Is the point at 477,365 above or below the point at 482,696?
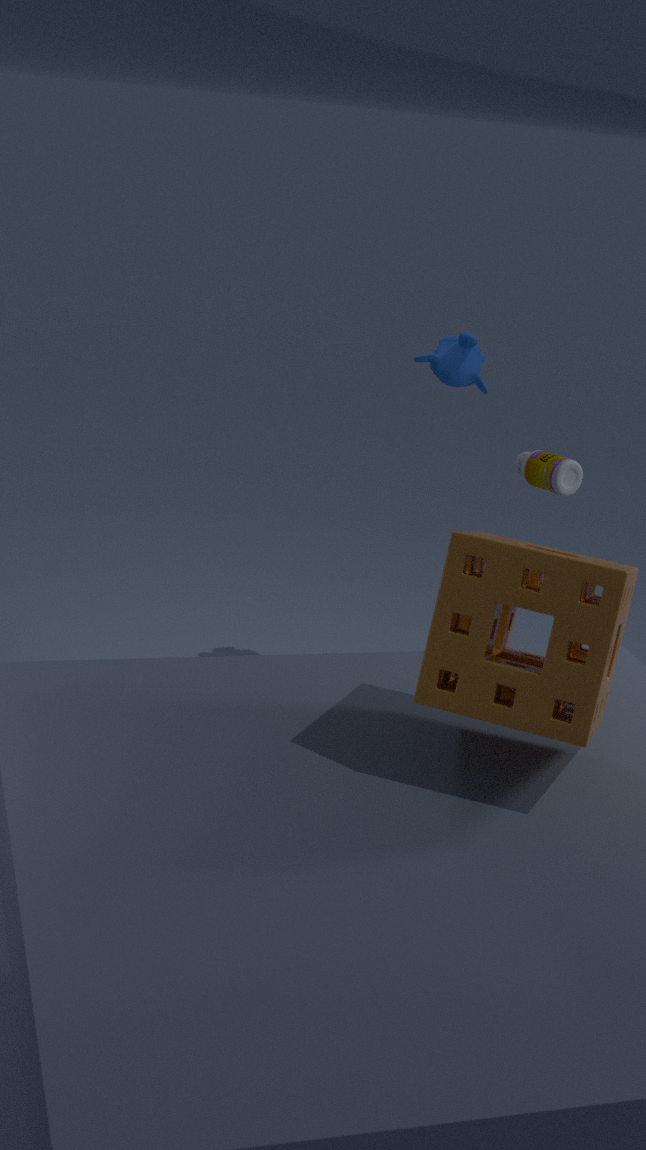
above
